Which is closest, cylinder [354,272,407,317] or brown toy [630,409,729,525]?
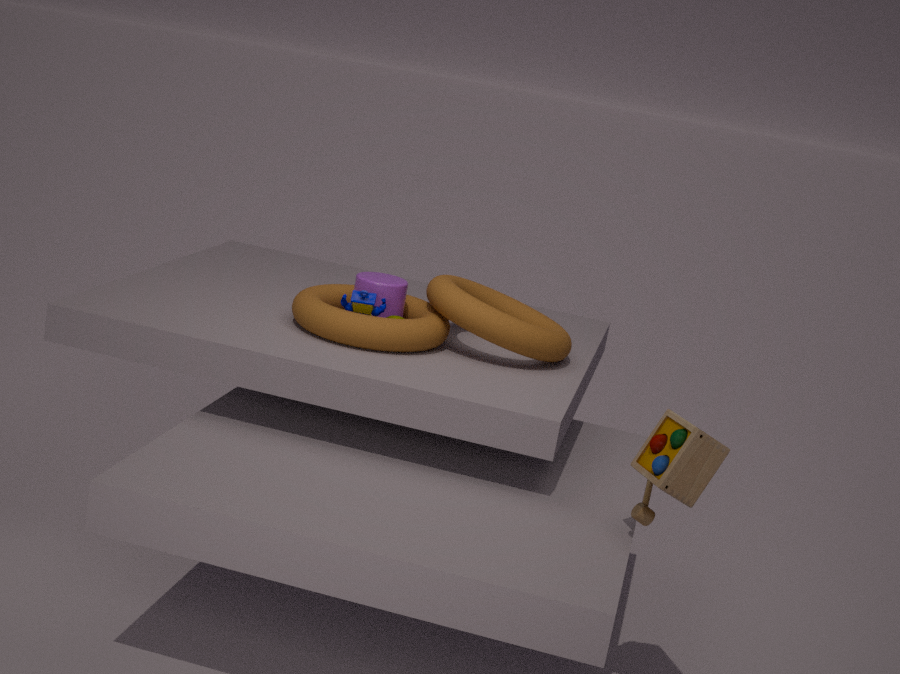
brown toy [630,409,729,525]
